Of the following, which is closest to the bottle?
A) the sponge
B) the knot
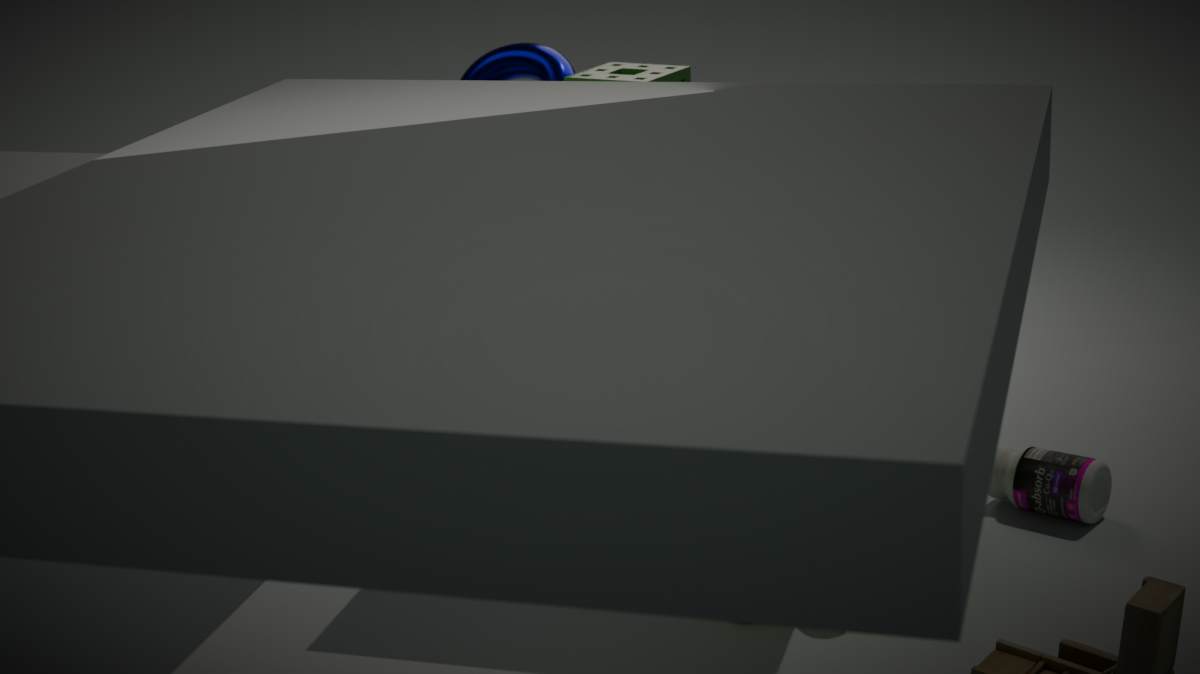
the sponge
